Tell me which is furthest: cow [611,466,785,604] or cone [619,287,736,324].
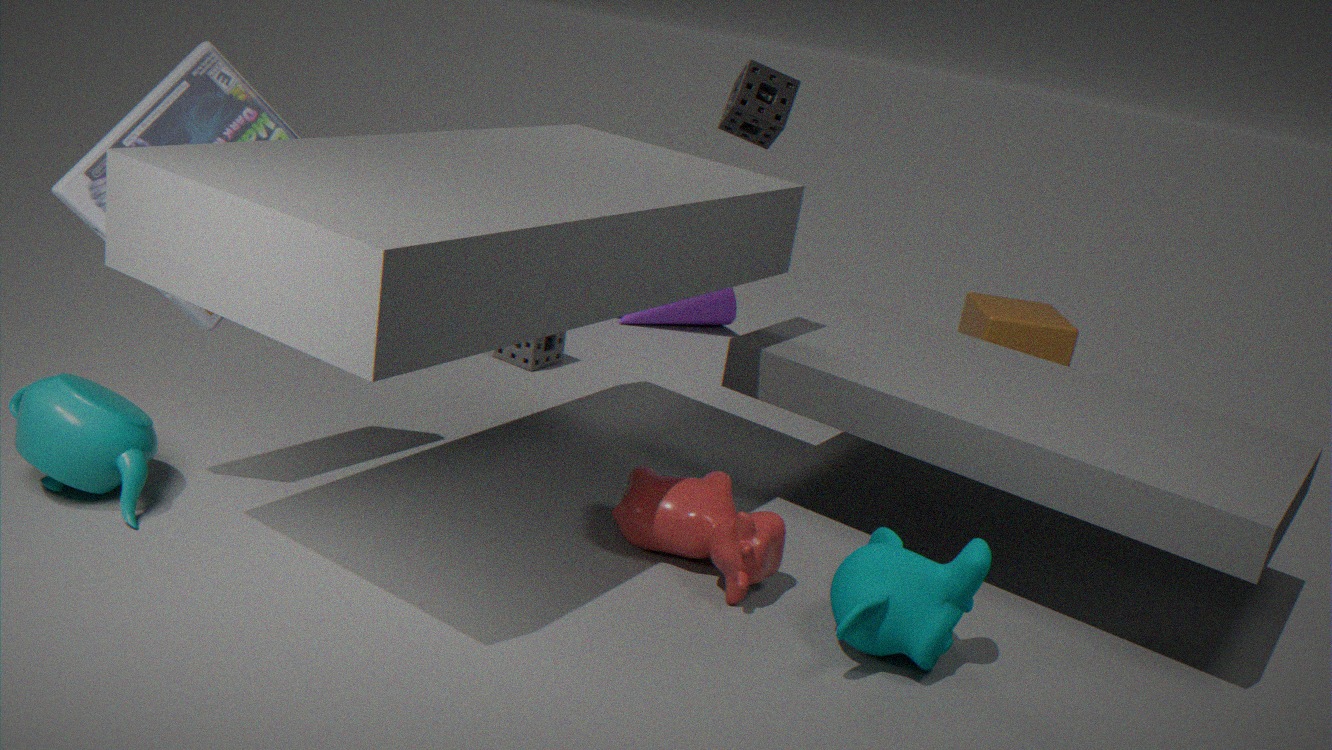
cone [619,287,736,324]
